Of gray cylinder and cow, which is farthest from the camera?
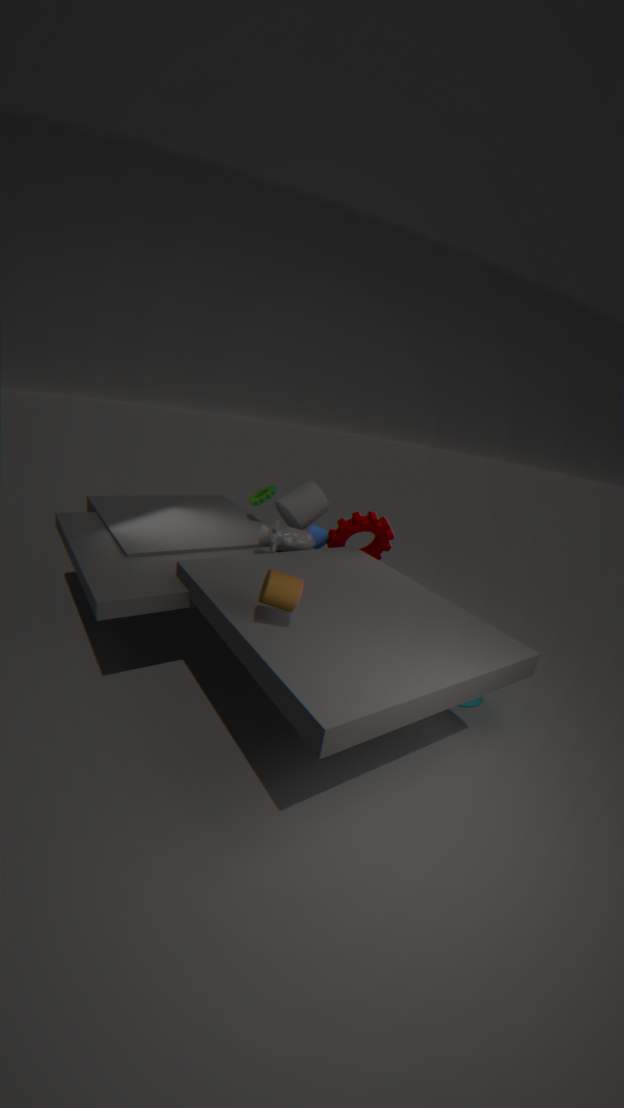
gray cylinder
